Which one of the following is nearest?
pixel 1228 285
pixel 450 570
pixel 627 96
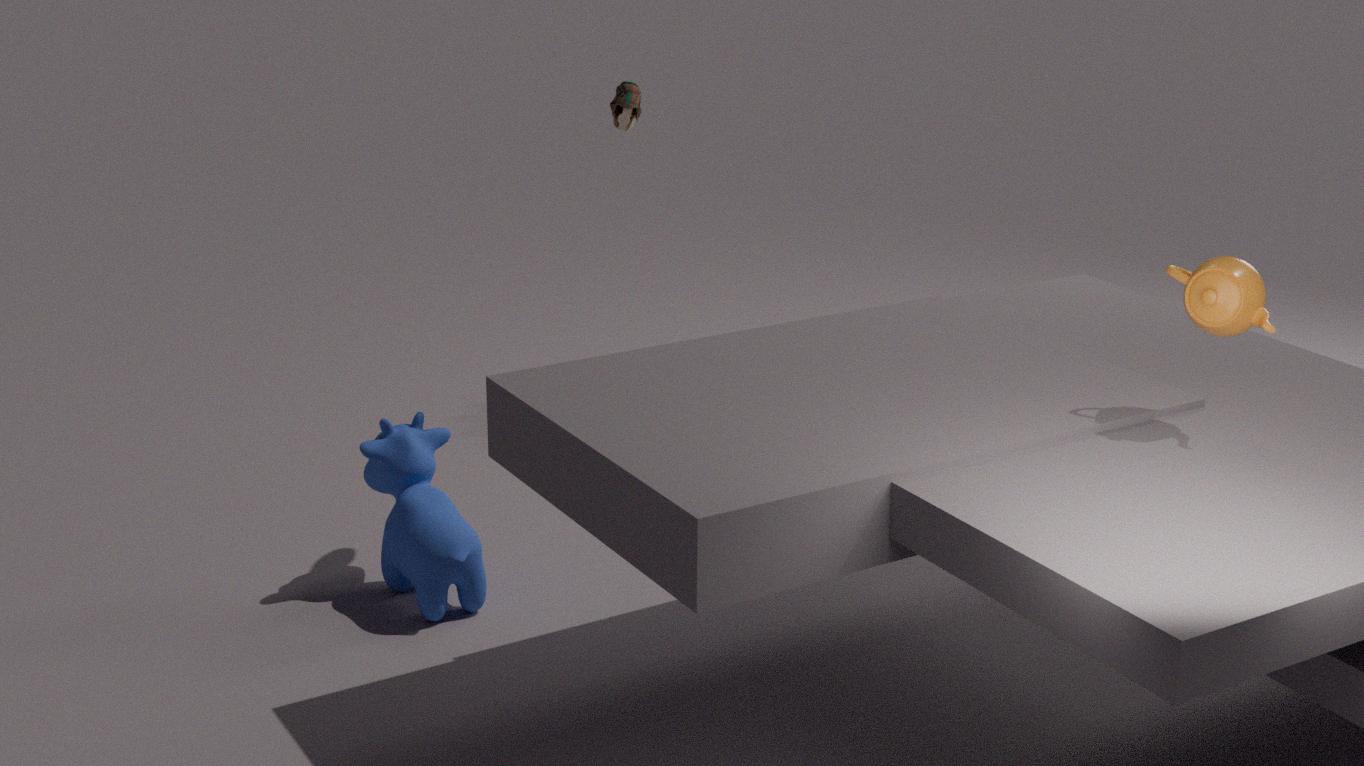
pixel 1228 285
